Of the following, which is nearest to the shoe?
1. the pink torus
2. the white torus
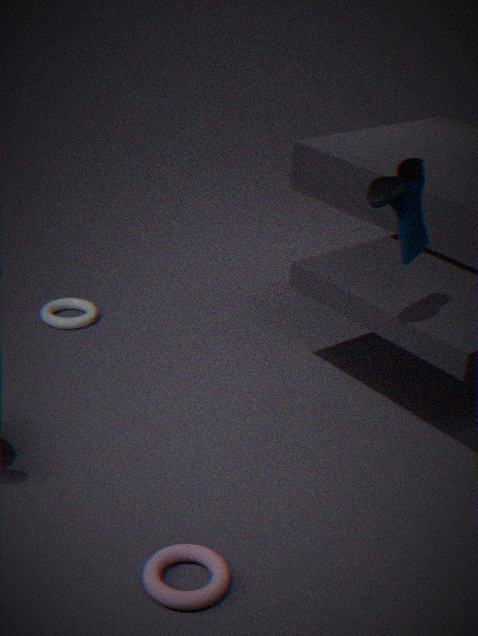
the pink torus
